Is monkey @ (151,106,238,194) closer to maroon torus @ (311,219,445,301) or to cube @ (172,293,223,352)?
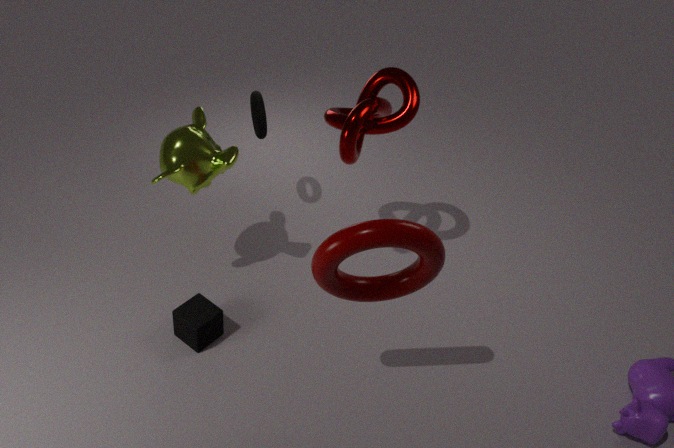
cube @ (172,293,223,352)
